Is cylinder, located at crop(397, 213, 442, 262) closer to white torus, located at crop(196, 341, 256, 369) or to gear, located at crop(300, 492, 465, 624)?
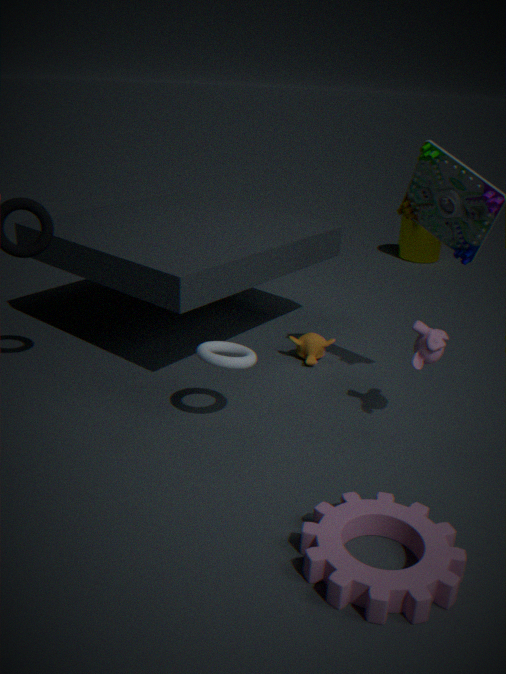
white torus, located at crop(196, 341, 256, 369)
